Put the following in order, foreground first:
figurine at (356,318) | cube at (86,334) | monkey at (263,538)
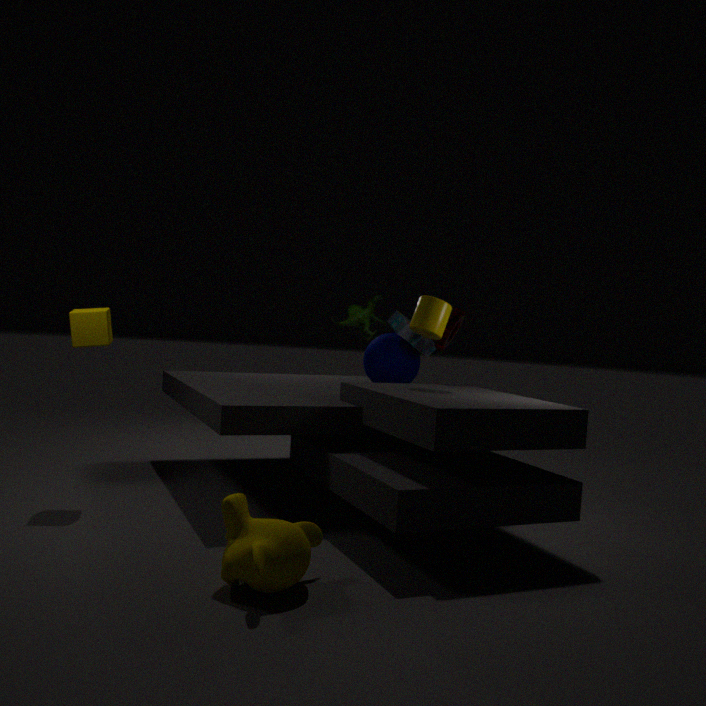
1. monkey at (263,538)
2. cube at (86,334)
3. figurine at (356,318)
